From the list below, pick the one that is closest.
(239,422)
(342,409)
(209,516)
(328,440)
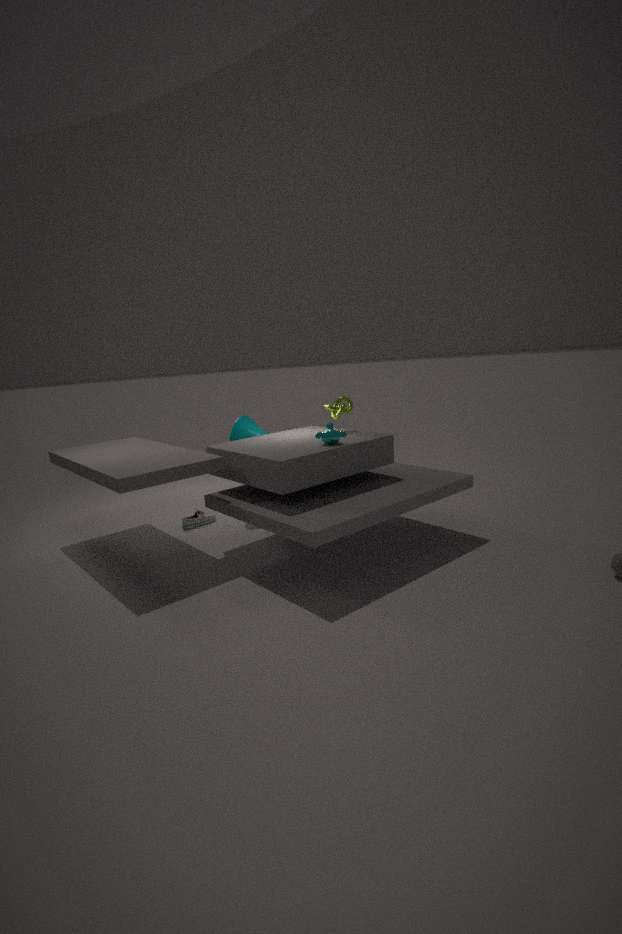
(328,440)
